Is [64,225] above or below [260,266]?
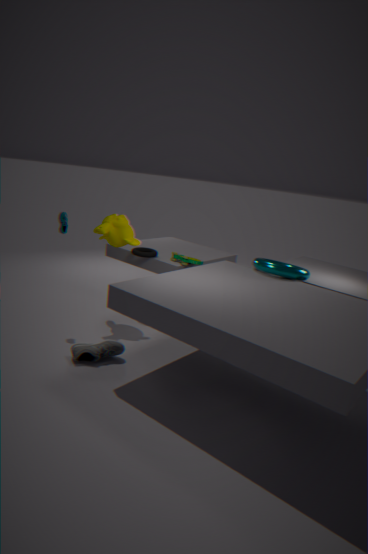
above
